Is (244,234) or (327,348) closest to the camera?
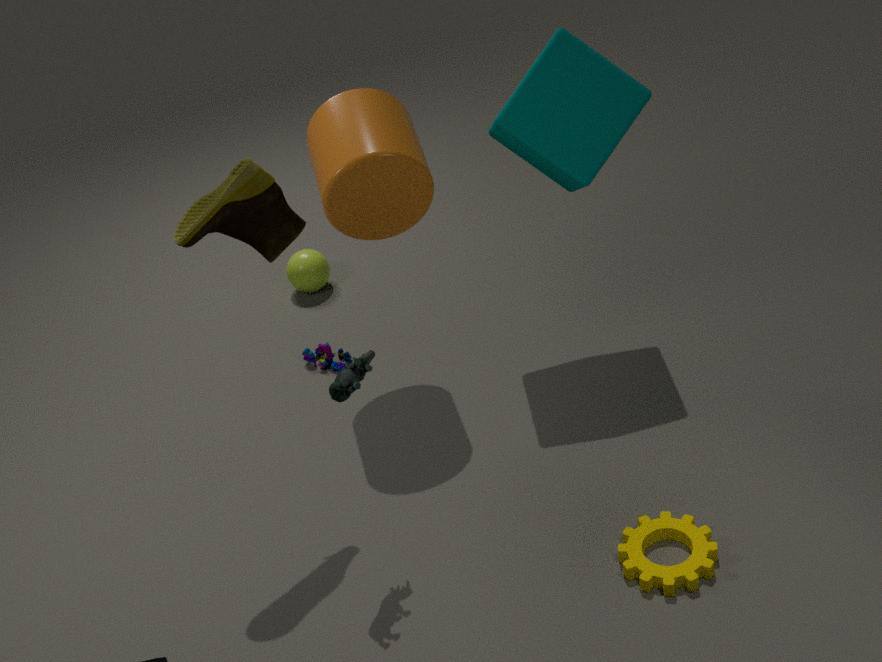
(244,234)
